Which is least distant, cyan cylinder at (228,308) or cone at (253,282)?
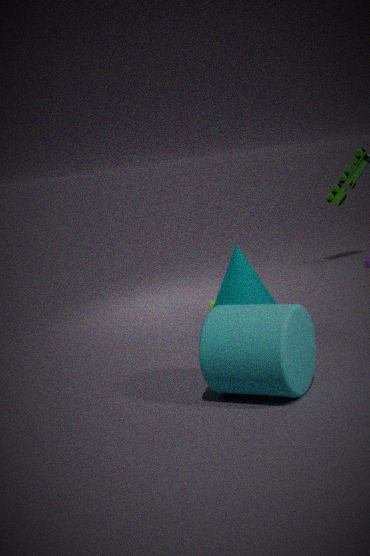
cyan cylinder at (228,308)
